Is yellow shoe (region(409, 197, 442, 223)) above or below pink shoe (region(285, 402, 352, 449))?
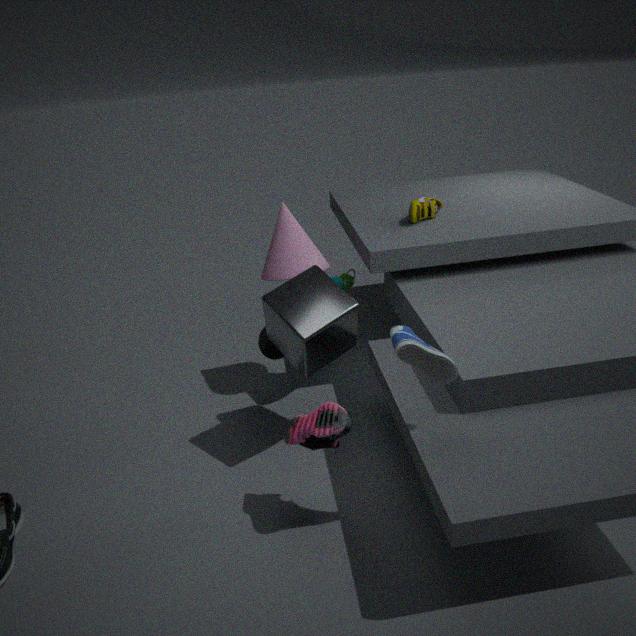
above
